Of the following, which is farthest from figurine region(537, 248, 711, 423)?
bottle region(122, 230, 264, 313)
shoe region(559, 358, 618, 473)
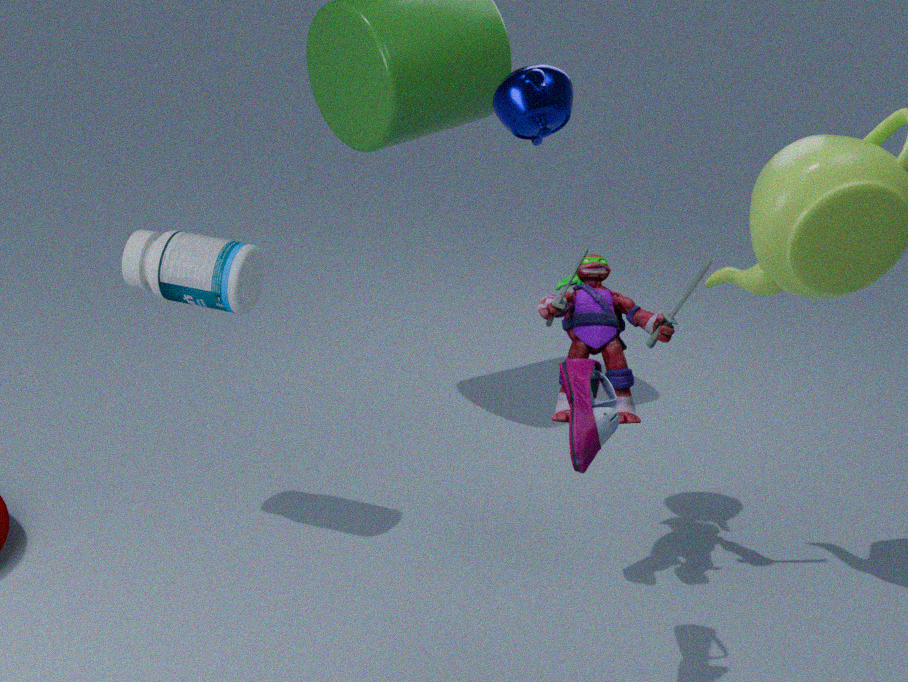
bottle region(122, 230, 264, 313)
